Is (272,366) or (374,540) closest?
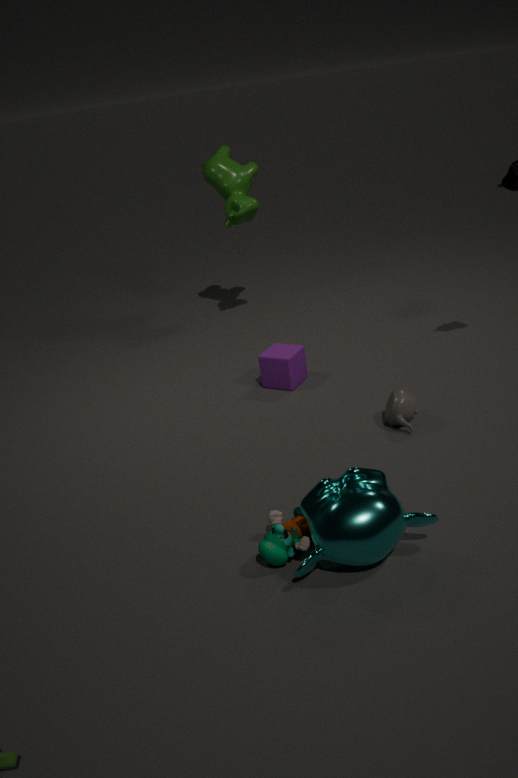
(374,540)
